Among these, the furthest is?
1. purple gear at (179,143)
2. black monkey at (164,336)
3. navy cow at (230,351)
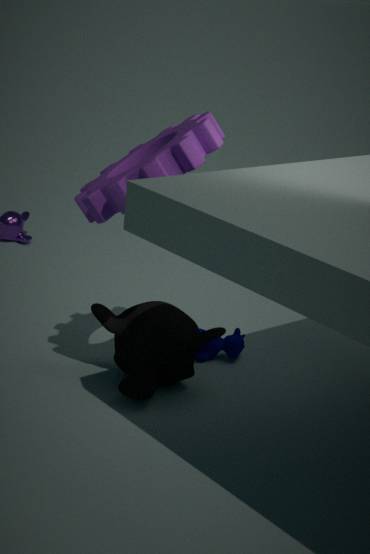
navy cow at (230,351)
